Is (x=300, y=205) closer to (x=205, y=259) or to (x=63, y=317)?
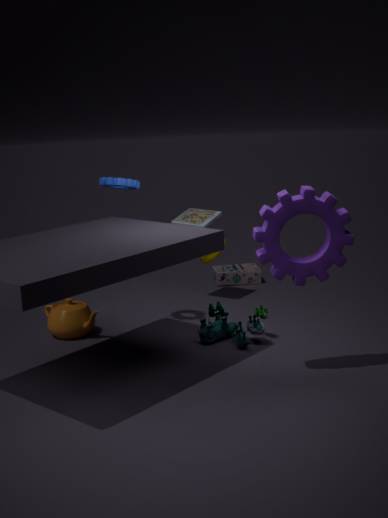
(x=205, y=259)
